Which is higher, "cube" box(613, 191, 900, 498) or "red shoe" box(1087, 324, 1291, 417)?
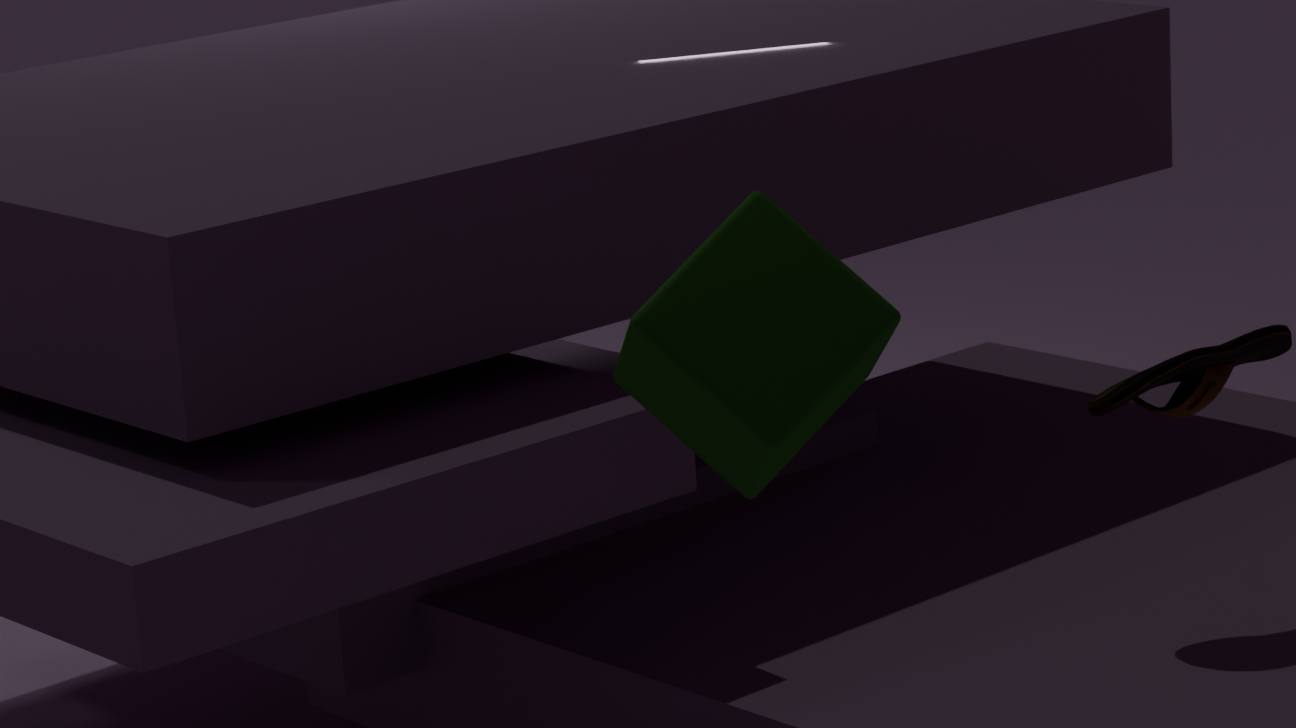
"cube" box(613, 191, 900, 498)
